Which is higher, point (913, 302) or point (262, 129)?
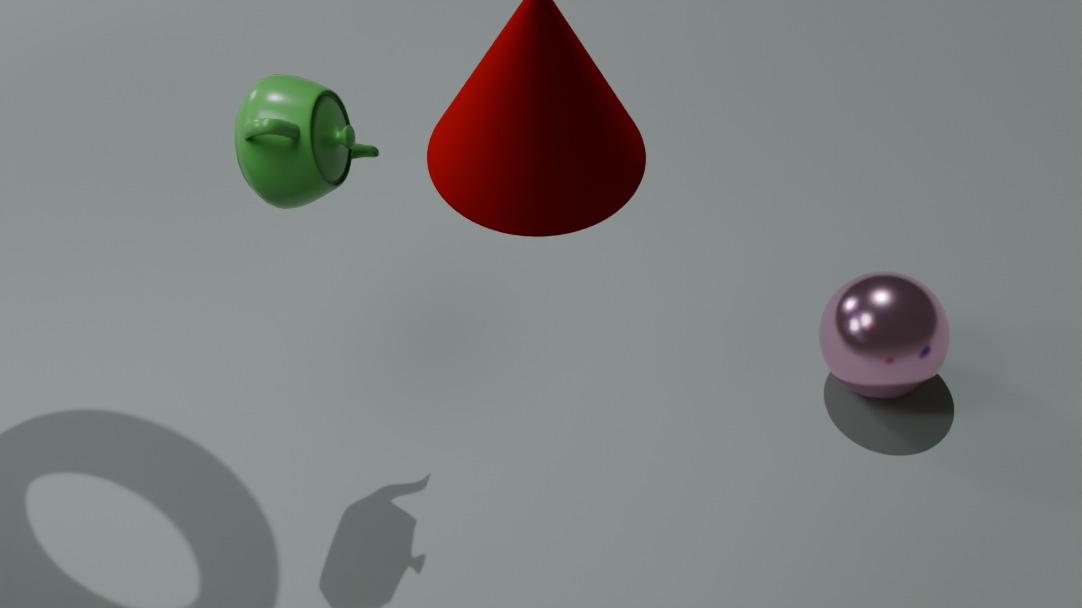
point (262, 129)
